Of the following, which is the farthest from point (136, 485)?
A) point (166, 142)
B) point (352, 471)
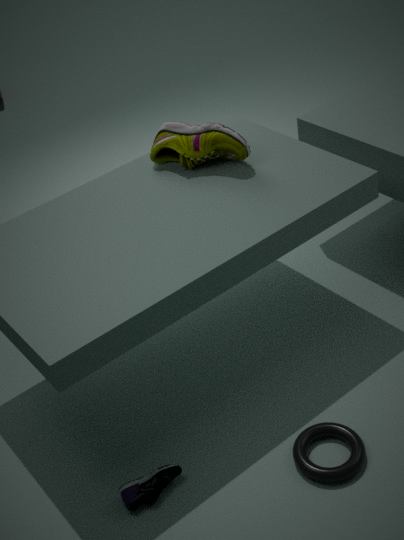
point (166, 142)
